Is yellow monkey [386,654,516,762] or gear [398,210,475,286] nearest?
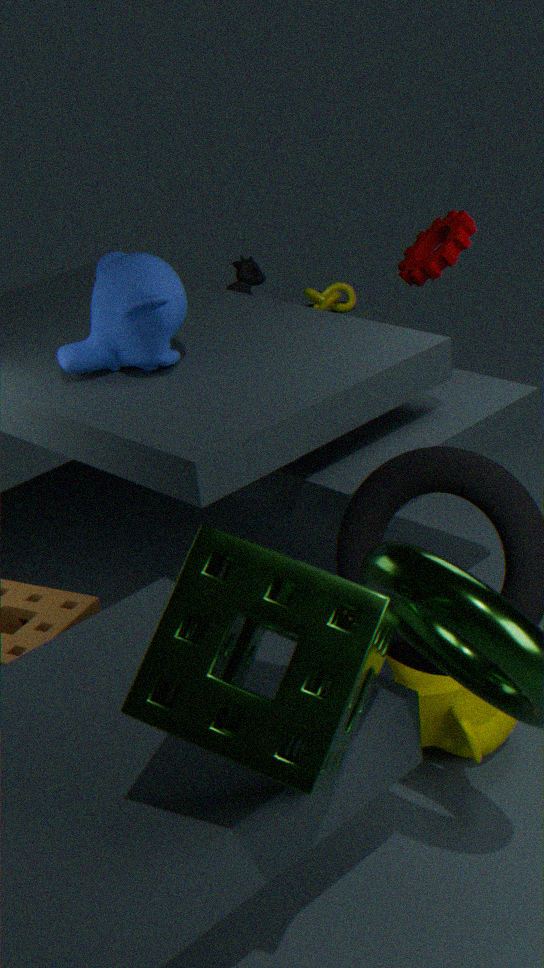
yellow monkey [386,654,516,762]
